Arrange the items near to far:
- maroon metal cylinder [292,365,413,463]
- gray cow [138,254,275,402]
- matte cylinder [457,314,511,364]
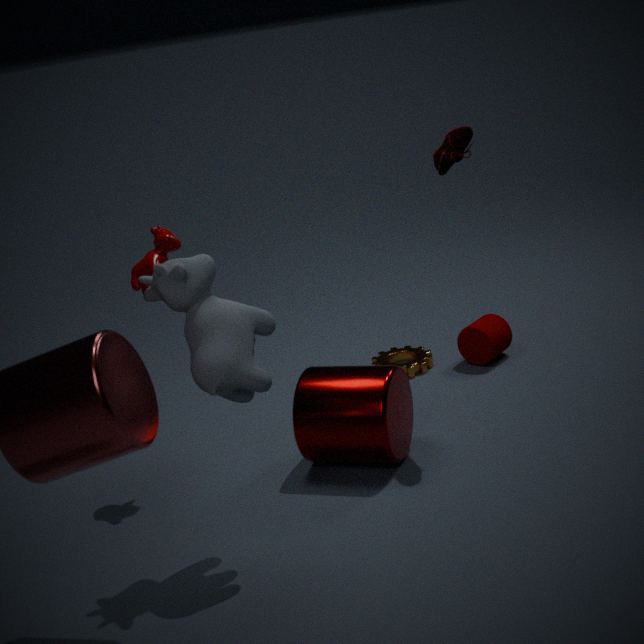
gray cow [138,254,275,402], maroon metal cylinder [292,365,413,463], matte cylinder [457,314,511,364]
